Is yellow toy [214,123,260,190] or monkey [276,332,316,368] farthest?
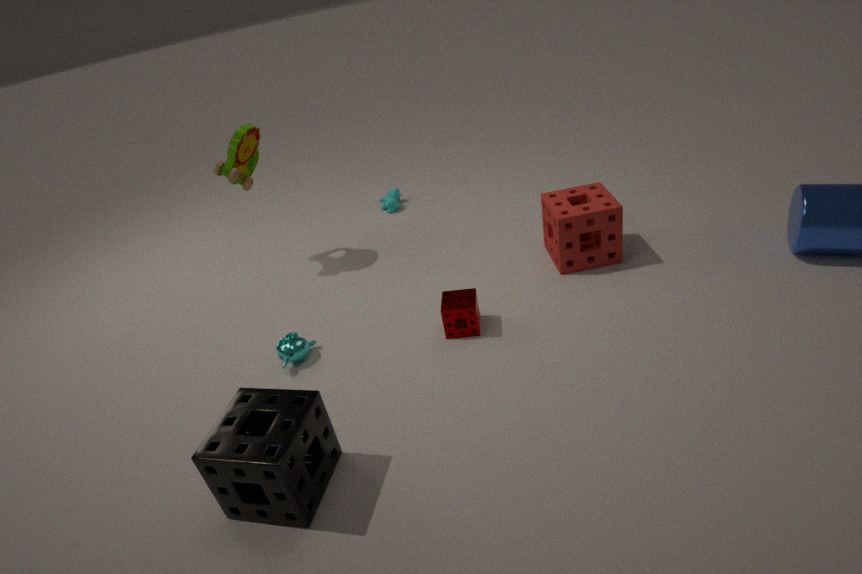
yellow toy [214,123,260,190]
